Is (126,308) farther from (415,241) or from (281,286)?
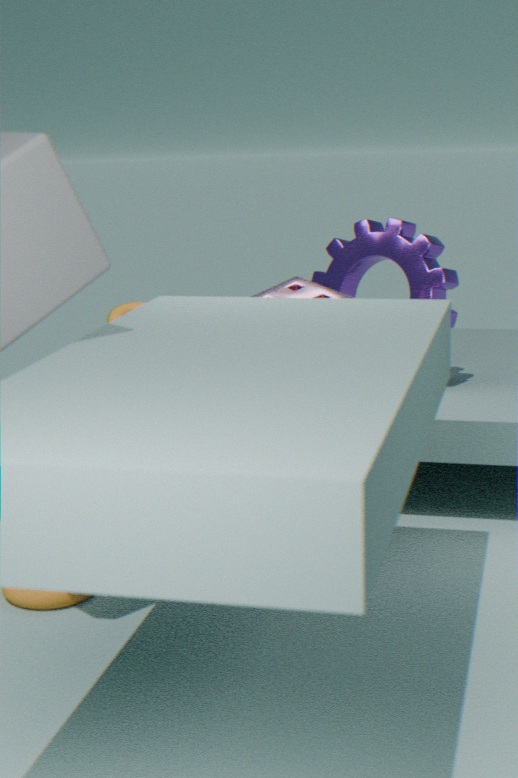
(415,241)
